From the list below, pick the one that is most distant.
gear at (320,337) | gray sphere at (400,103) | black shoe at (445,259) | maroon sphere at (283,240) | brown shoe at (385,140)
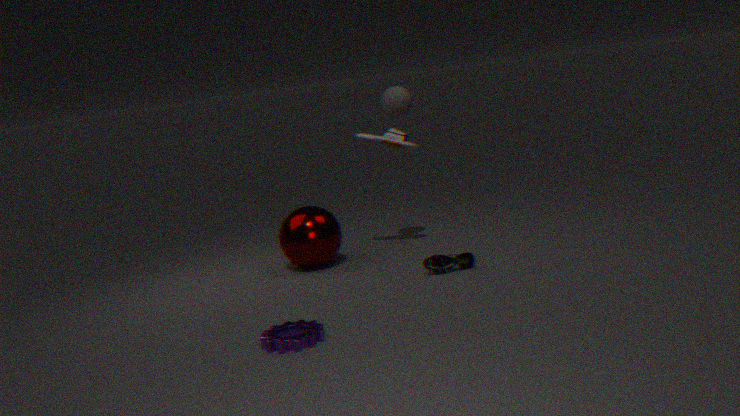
brown shoe at (385,140)
